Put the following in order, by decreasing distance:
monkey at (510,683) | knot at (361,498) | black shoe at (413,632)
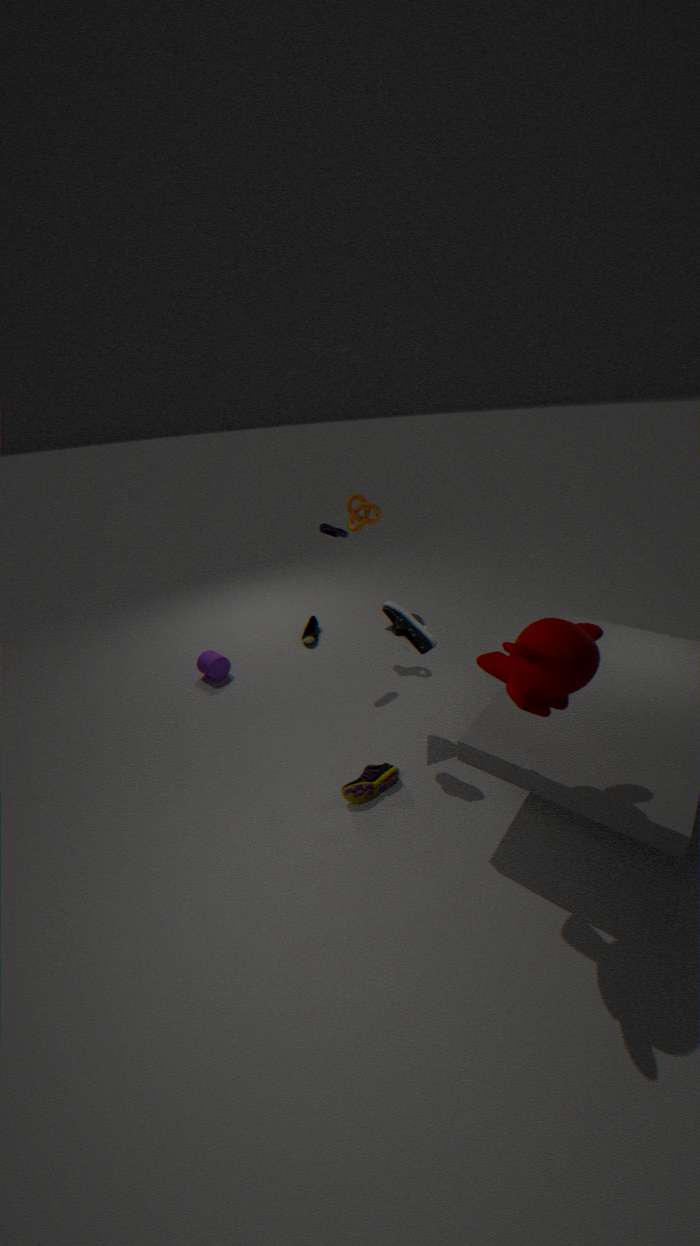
knot at (361,498)
black shoe at (413,632)
monkey at (510,683)
